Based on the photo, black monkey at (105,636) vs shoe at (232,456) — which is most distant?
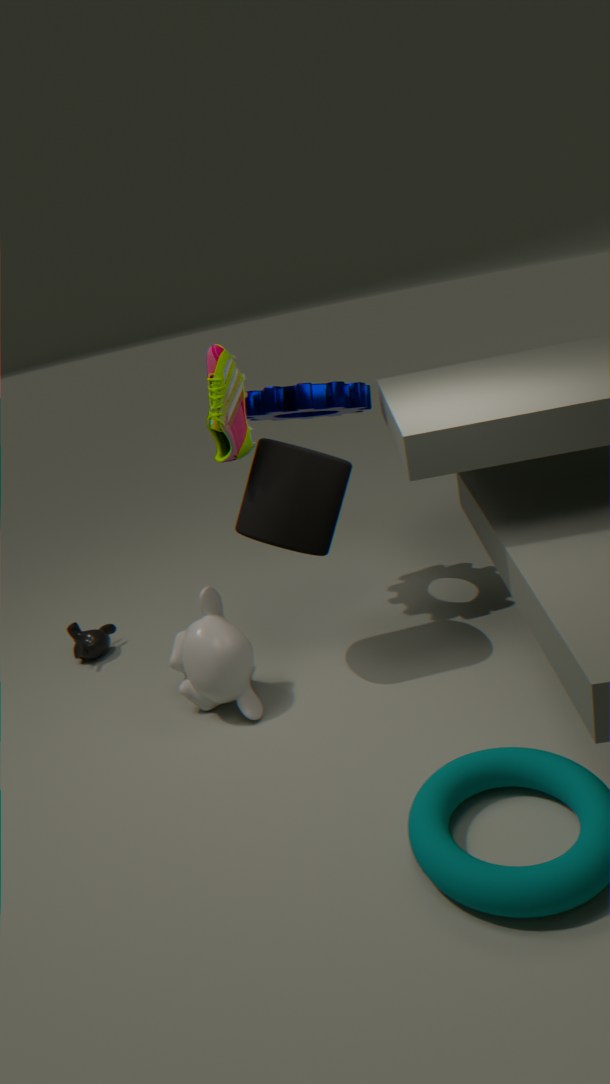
black monkey at (105,636)
